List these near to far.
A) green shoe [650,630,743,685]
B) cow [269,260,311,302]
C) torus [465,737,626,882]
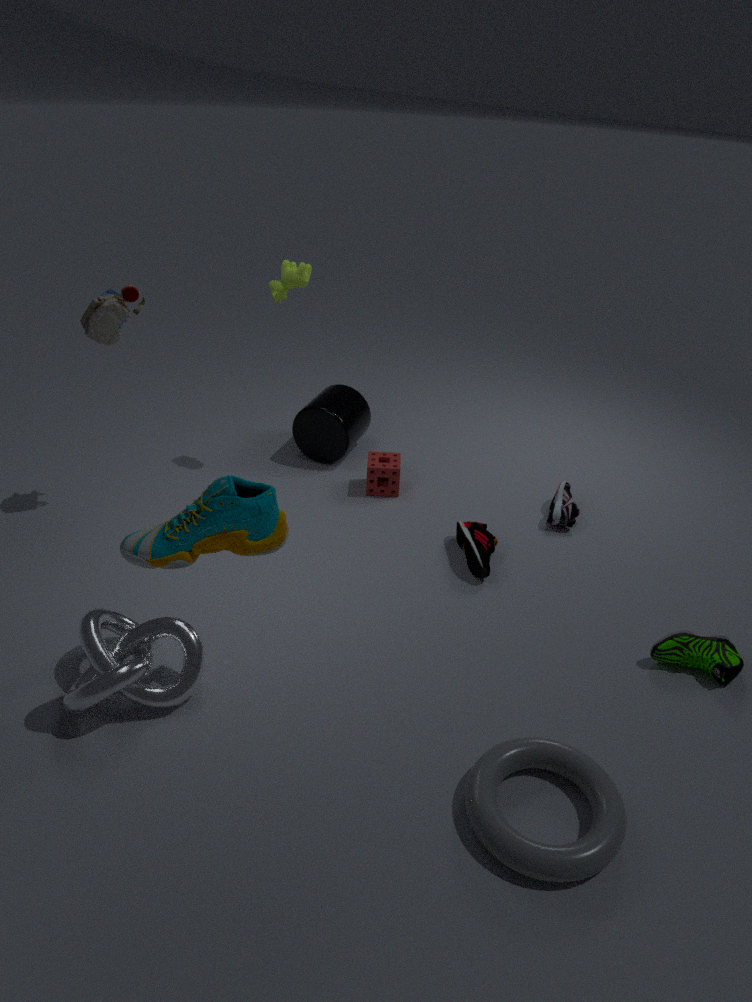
torus [465,737,626,882] → green shoe [650,630,743,685] → cow [269,260,311,302]
